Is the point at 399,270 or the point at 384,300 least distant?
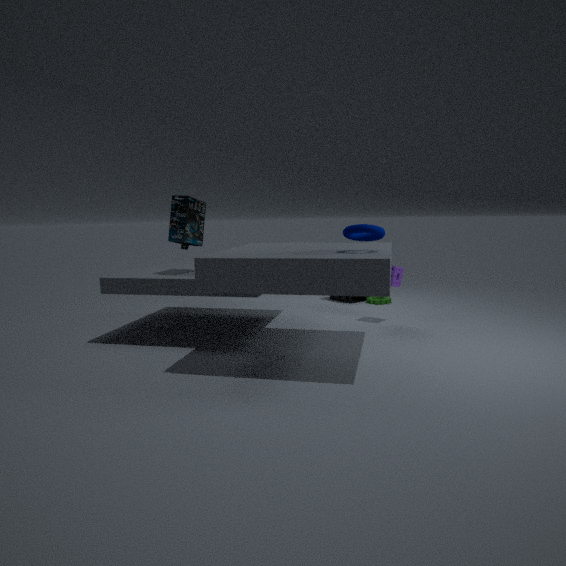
the point at 399,270
